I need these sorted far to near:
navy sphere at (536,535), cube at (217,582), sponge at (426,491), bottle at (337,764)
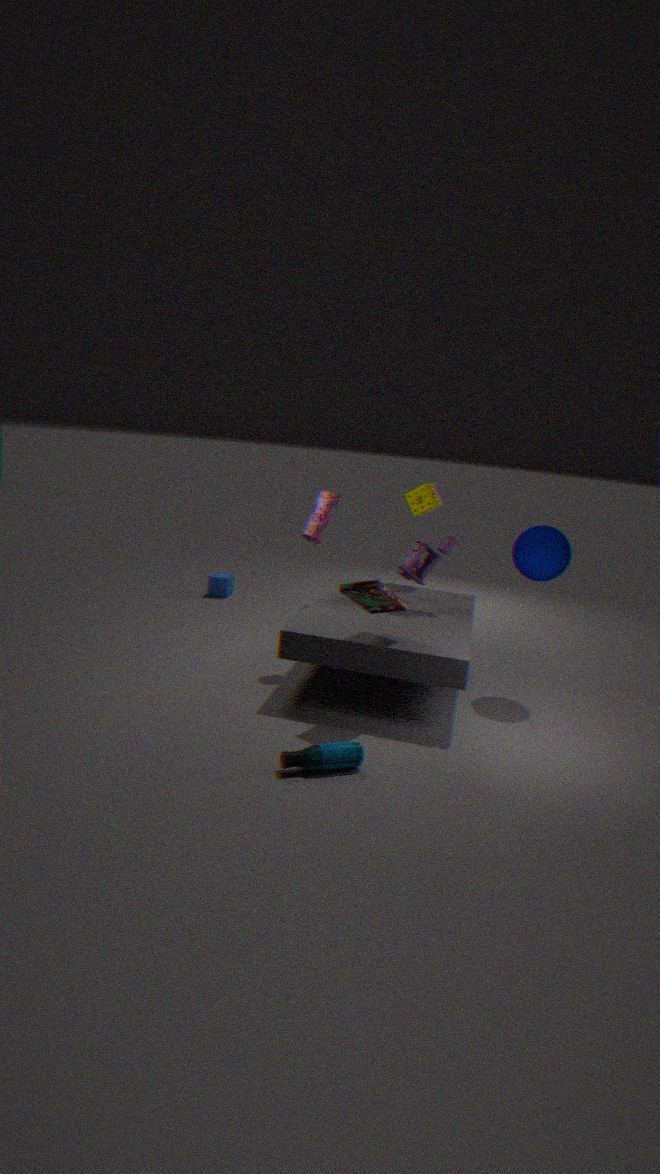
cube at (217,582)
sponge at (426,491)
navy sphere at (536,535)
bottle at (337,764)
